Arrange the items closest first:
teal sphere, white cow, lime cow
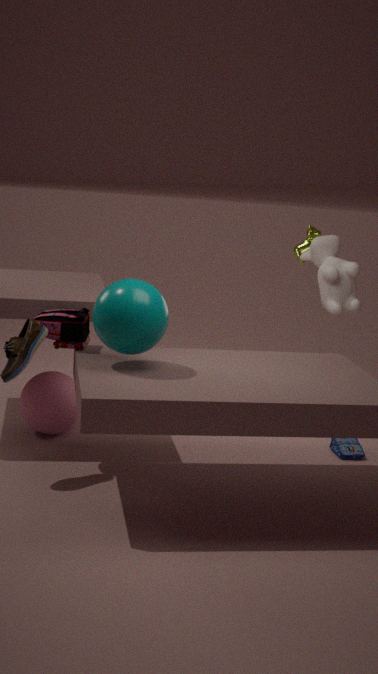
teal sphere → white cow → lime cow
